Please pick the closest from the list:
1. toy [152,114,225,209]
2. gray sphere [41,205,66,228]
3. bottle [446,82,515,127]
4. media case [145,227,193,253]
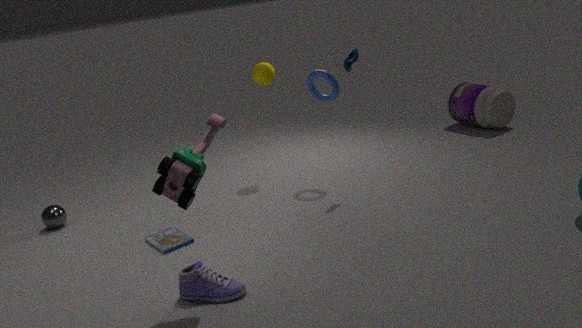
toy [152,114,225,209]
